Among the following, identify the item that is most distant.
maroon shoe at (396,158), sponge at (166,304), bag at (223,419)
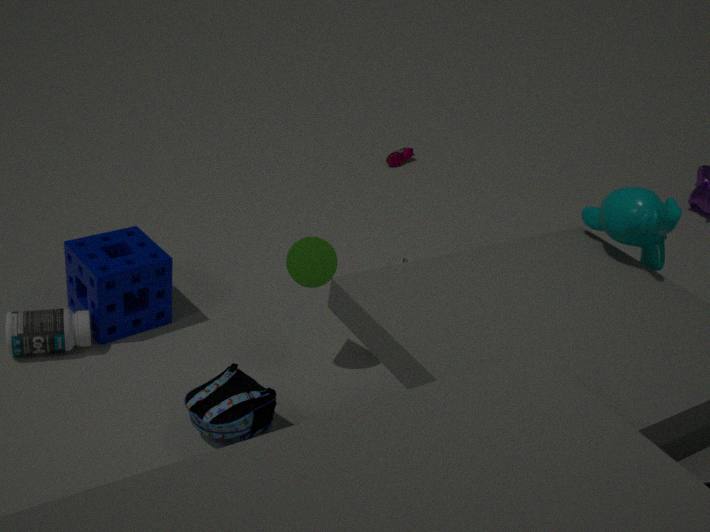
maroon shoe at (396,158)
